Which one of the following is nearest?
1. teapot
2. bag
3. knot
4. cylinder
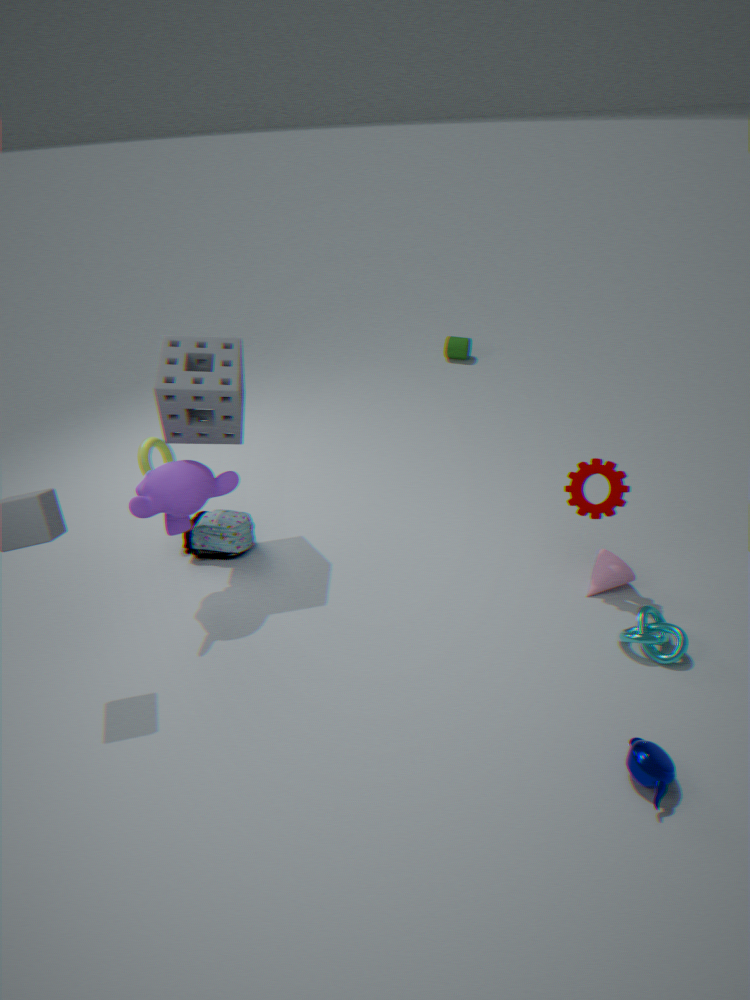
teapot
